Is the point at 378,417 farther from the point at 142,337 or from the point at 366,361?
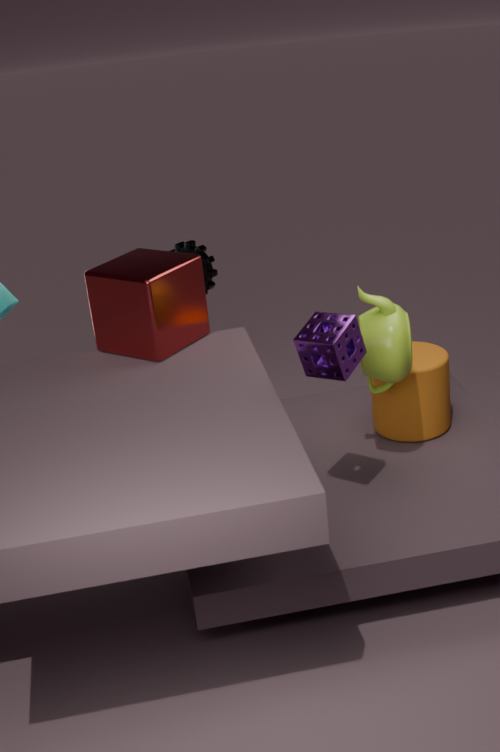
the point at 142,337
